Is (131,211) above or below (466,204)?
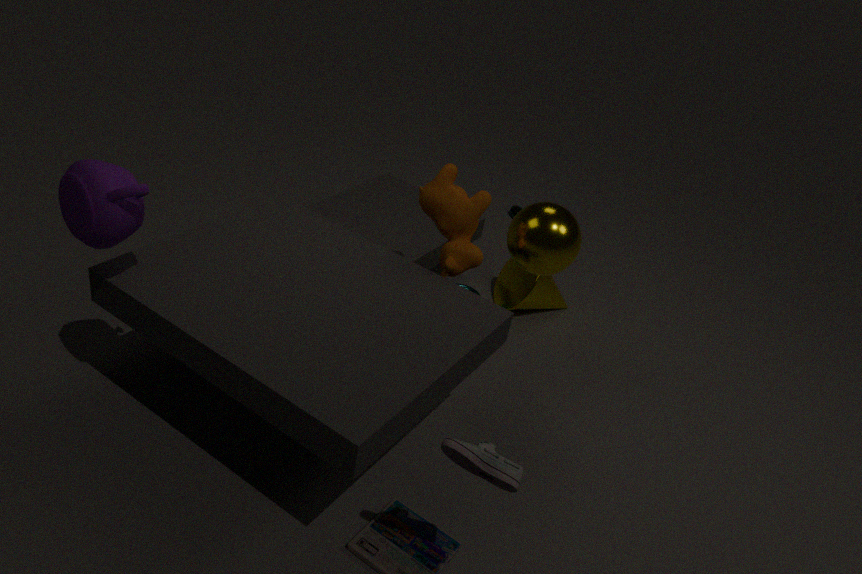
above
